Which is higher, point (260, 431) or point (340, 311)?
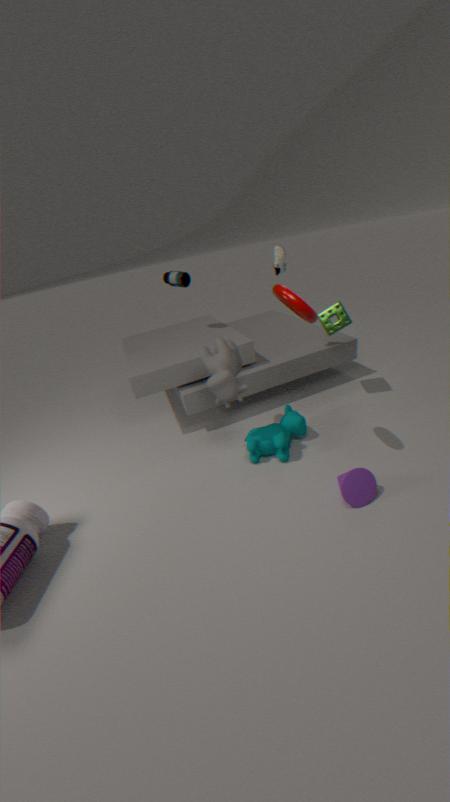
point (340, 311)
